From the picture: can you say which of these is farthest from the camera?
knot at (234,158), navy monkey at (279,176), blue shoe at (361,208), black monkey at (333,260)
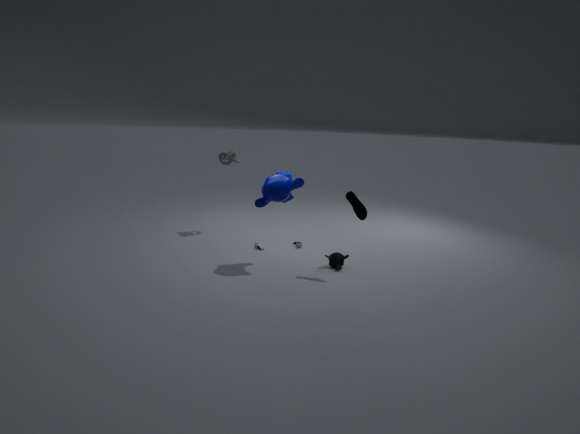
knot at (234,158)
